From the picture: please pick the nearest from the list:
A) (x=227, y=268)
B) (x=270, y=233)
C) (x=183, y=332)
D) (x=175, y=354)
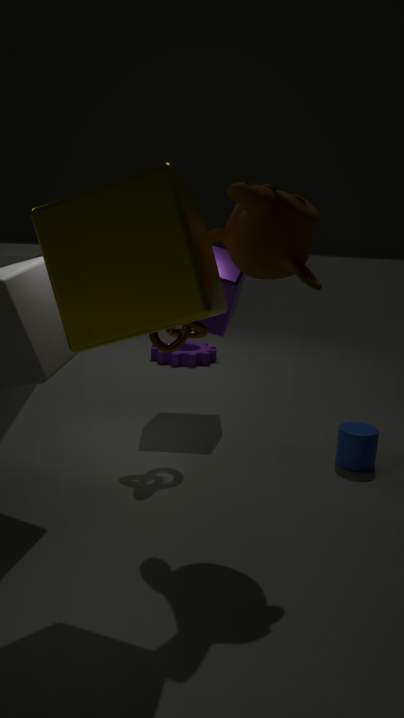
(x=270, y=233)
